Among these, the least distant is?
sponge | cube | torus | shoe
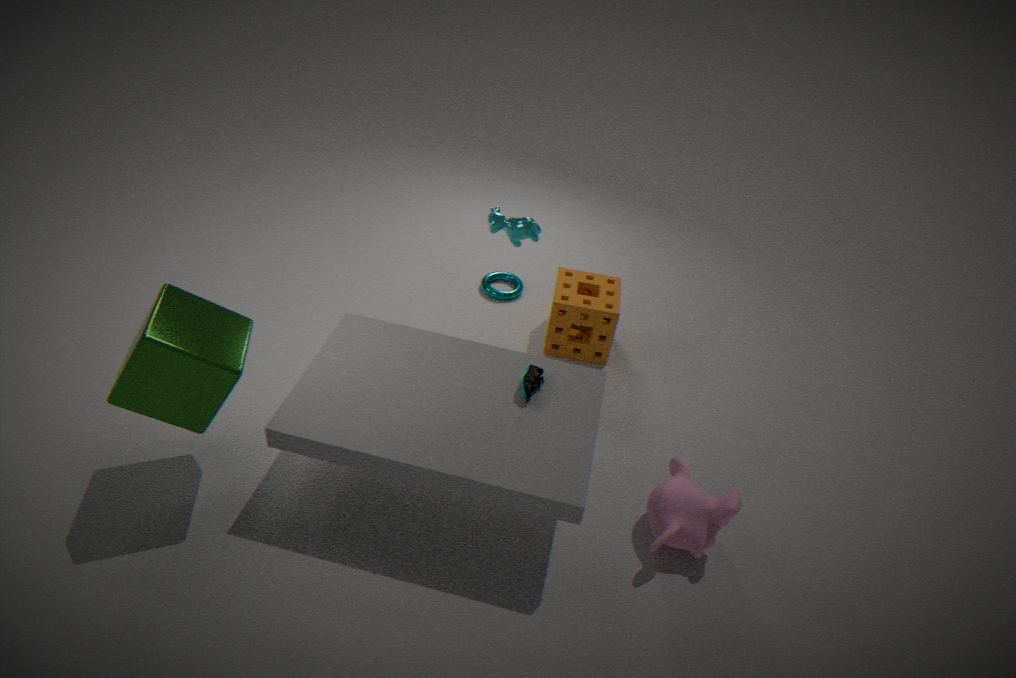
cube
